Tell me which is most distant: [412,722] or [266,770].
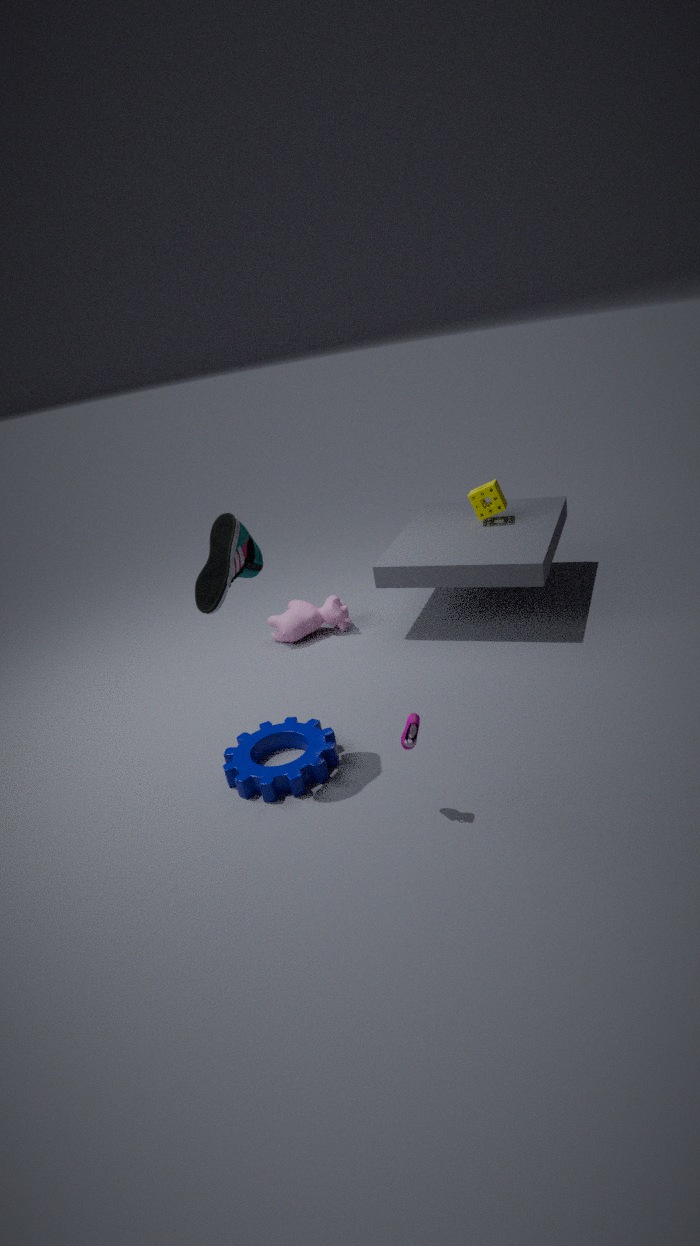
[266,770]
